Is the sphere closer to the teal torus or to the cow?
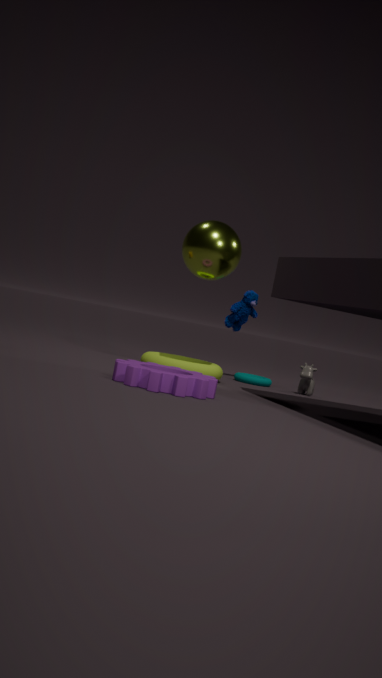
the teal torus
